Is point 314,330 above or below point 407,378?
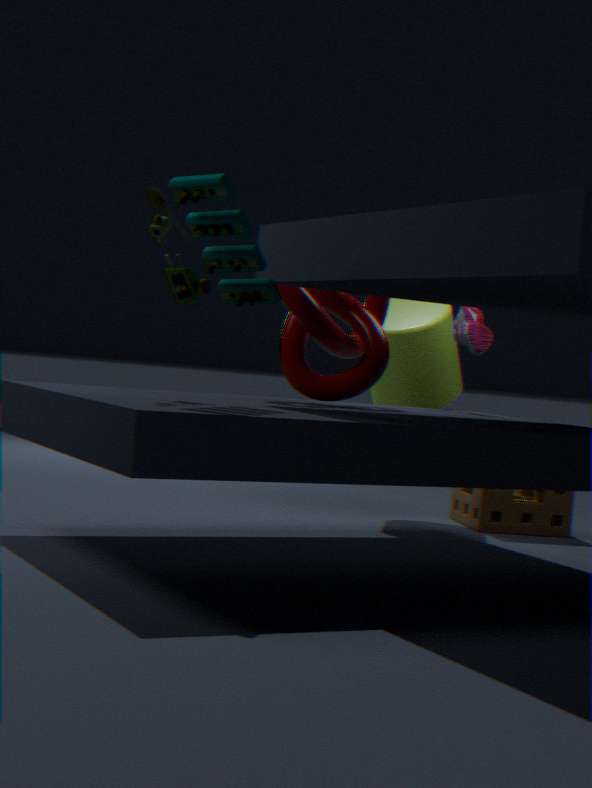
above
